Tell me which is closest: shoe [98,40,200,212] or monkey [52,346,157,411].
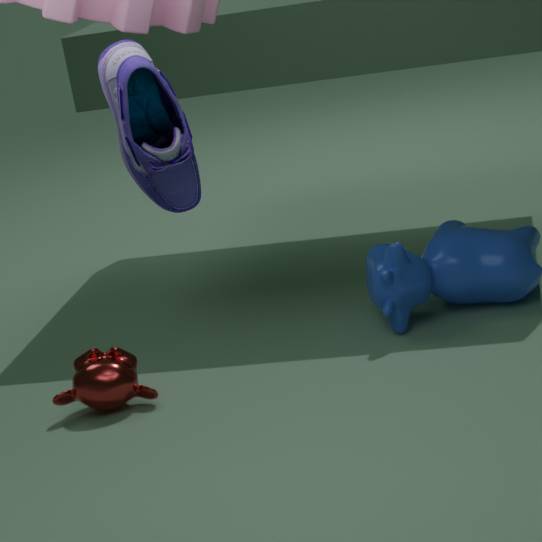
shoe [98,40,200,212]
